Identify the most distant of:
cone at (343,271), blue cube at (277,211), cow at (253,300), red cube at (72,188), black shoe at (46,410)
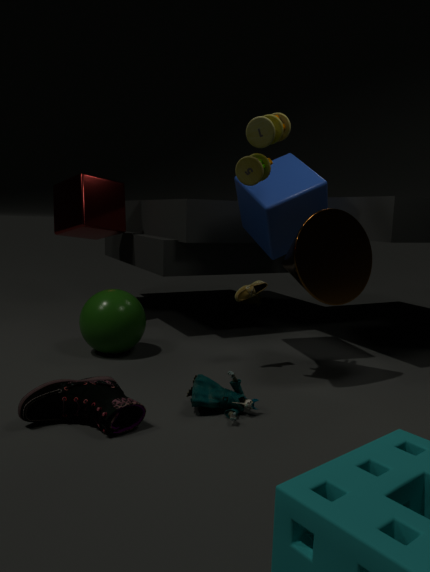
cow at (253,300)
